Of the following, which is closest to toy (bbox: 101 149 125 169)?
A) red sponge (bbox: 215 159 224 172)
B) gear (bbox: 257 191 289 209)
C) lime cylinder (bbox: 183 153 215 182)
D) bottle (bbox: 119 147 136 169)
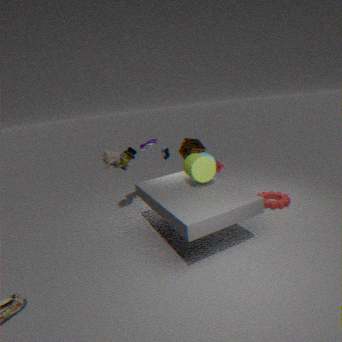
bottle (bbox: 119 147 136 169)
